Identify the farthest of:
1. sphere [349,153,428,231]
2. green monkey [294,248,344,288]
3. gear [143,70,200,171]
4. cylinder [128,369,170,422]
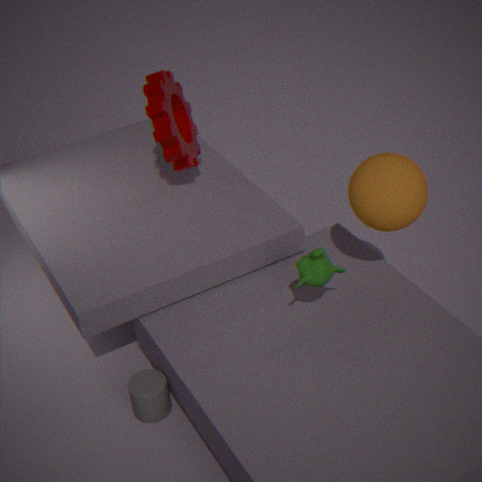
gear [143,70,200,171]
